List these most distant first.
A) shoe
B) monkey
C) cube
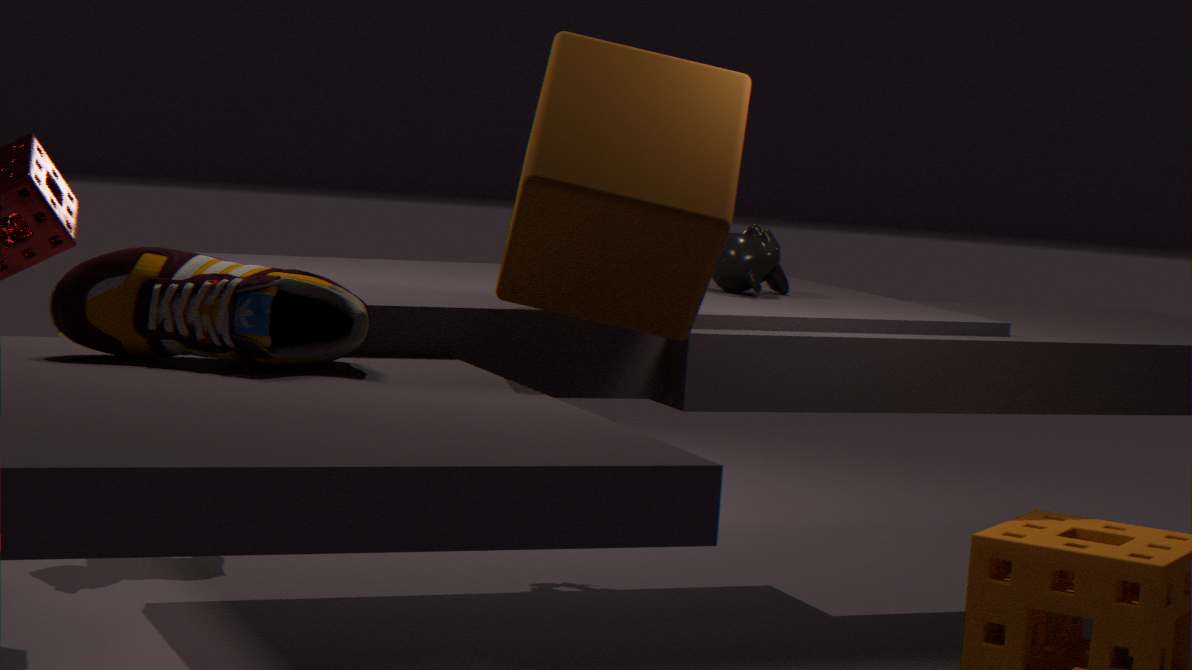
1. monkey
2. cube
3. shoe
